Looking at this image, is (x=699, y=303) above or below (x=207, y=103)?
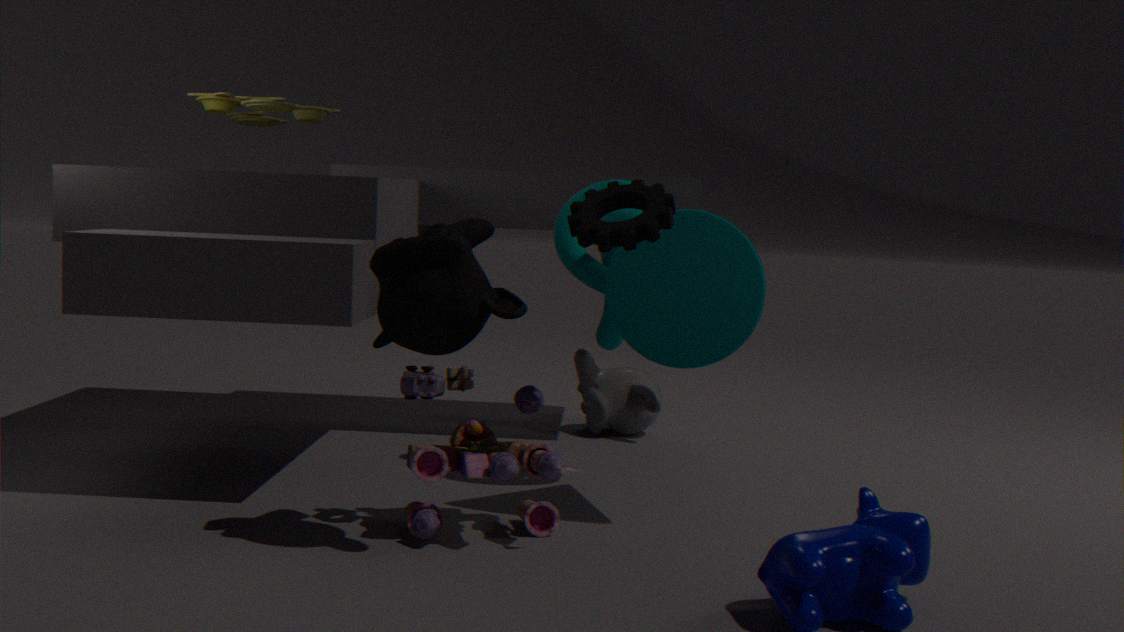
below
